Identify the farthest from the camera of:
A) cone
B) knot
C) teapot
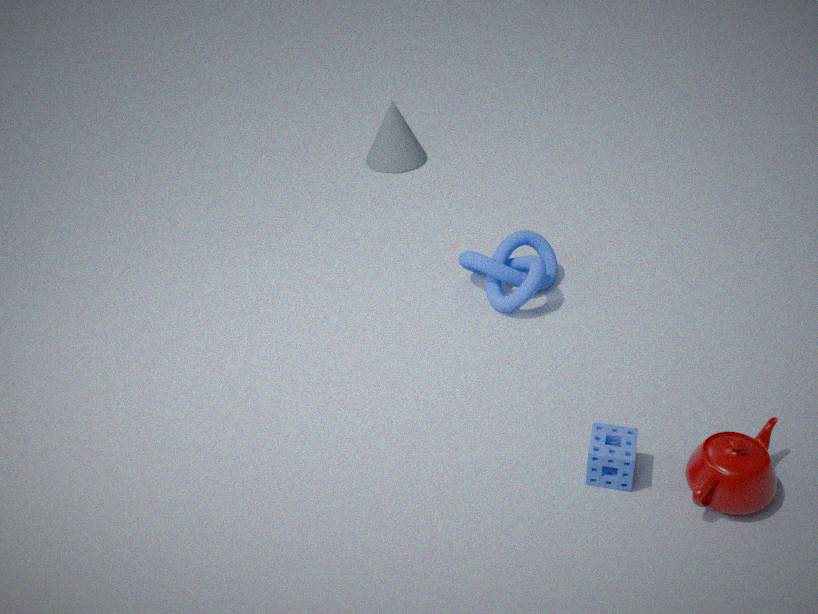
cone
